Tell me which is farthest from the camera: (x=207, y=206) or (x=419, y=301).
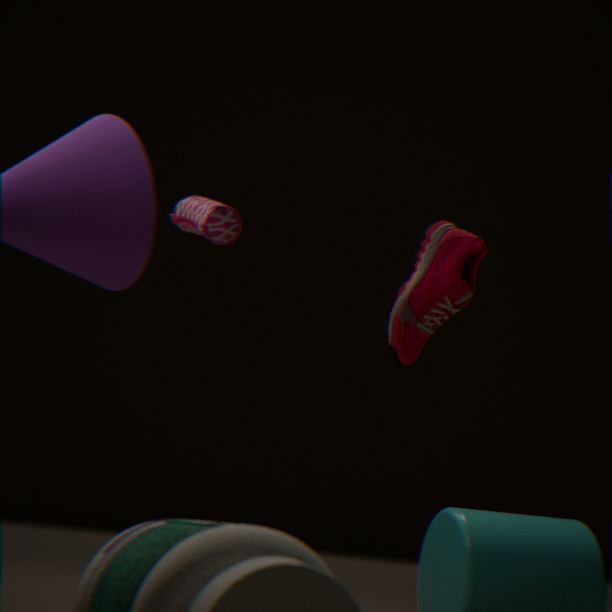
→ (x=207, y=206)
